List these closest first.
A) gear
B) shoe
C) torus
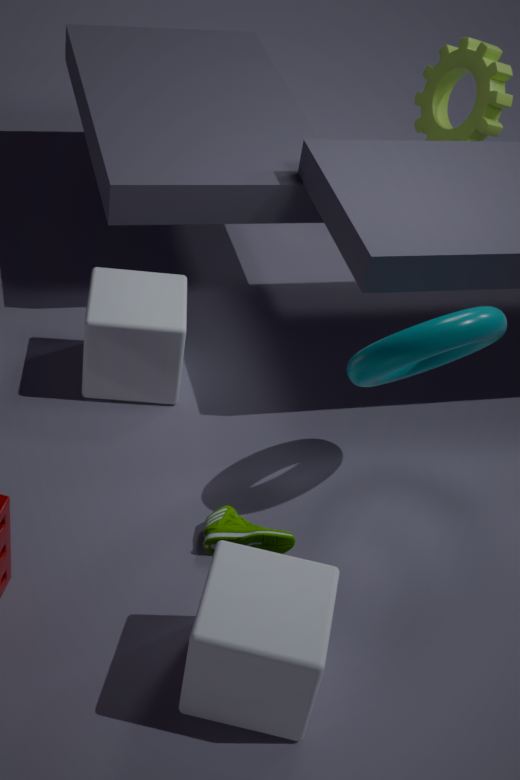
1. torus
2. shoe
3. gear
